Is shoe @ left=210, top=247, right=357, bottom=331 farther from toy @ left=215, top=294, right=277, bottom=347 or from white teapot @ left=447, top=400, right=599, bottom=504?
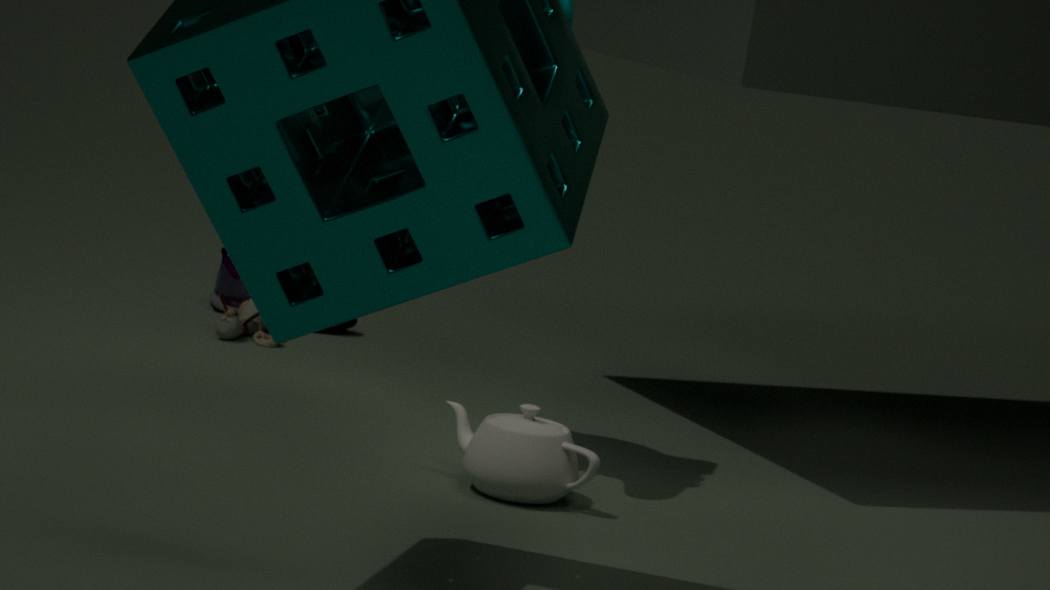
white teapot @ left=447, top=400, right=599, bottom=504
